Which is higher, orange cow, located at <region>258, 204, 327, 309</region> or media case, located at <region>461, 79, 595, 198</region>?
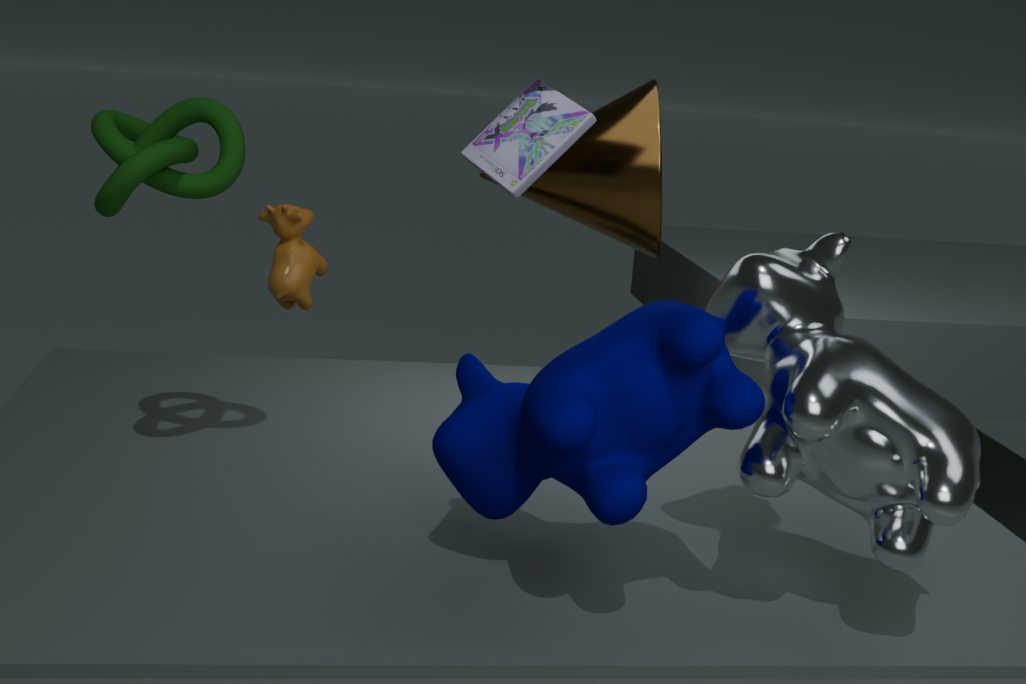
media case, located at <region>461, 79, 595, 198</region>
